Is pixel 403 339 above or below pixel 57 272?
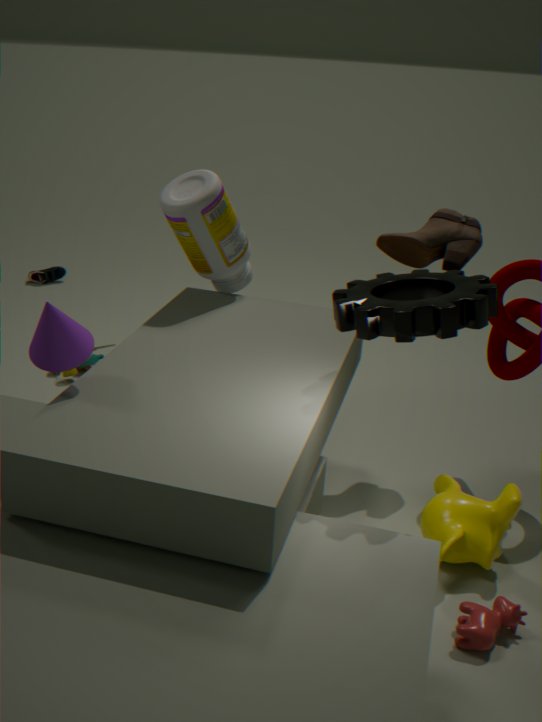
above
